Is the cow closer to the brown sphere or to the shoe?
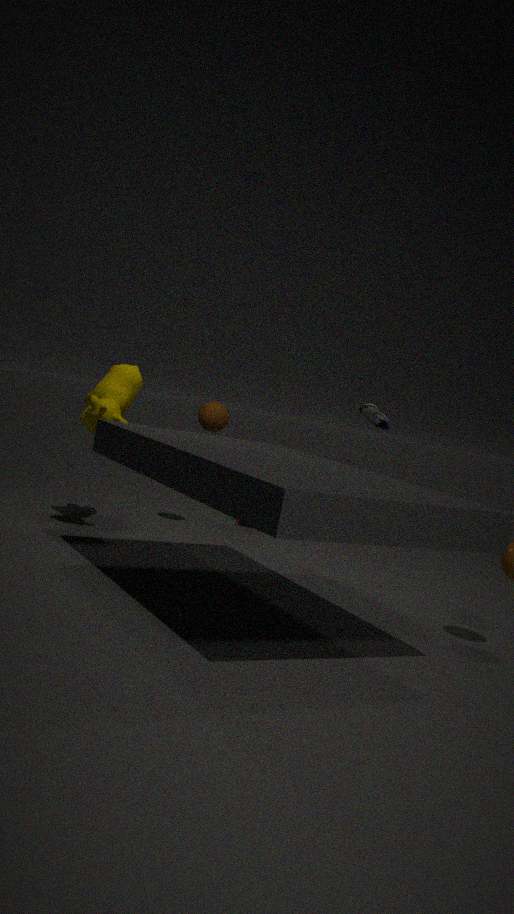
the brown sphere
